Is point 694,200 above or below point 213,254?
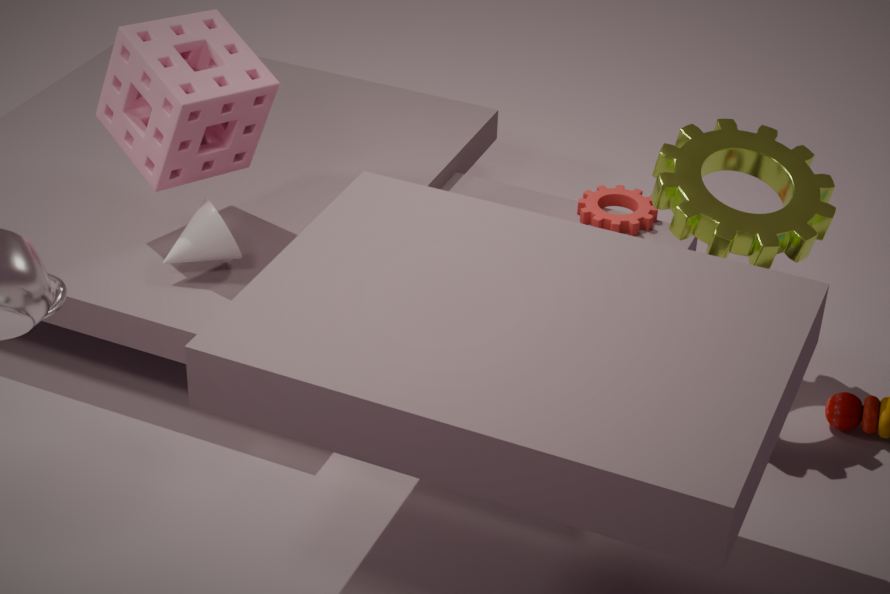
above
